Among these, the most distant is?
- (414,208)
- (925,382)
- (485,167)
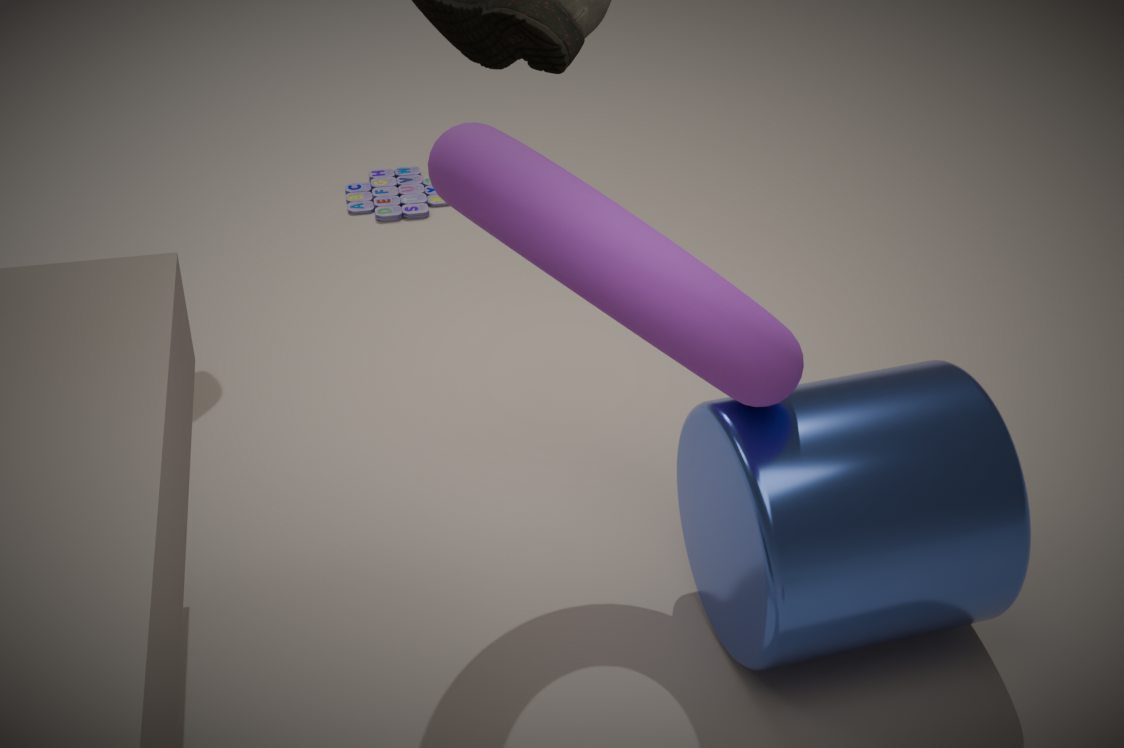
(414,208)
